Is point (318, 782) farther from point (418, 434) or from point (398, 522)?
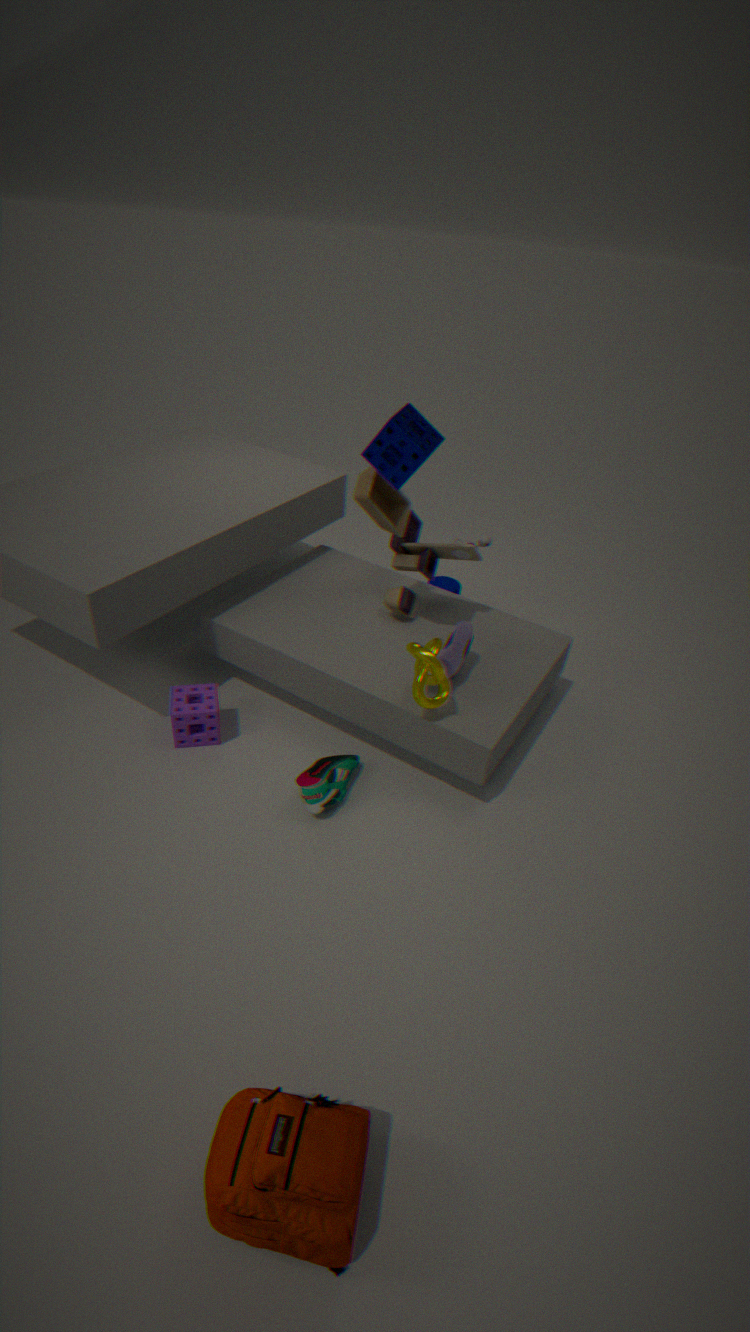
point (418, 434)
